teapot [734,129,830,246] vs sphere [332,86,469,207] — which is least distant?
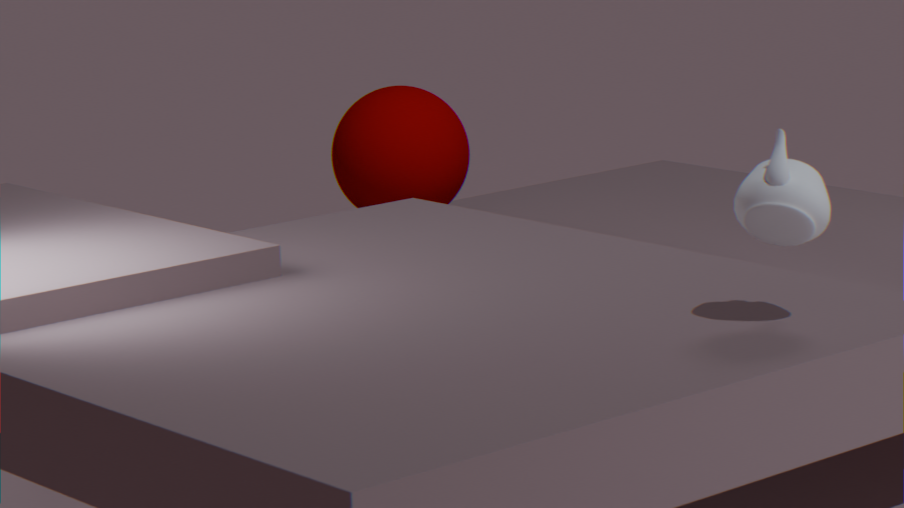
teapot [734,129,830,246]
